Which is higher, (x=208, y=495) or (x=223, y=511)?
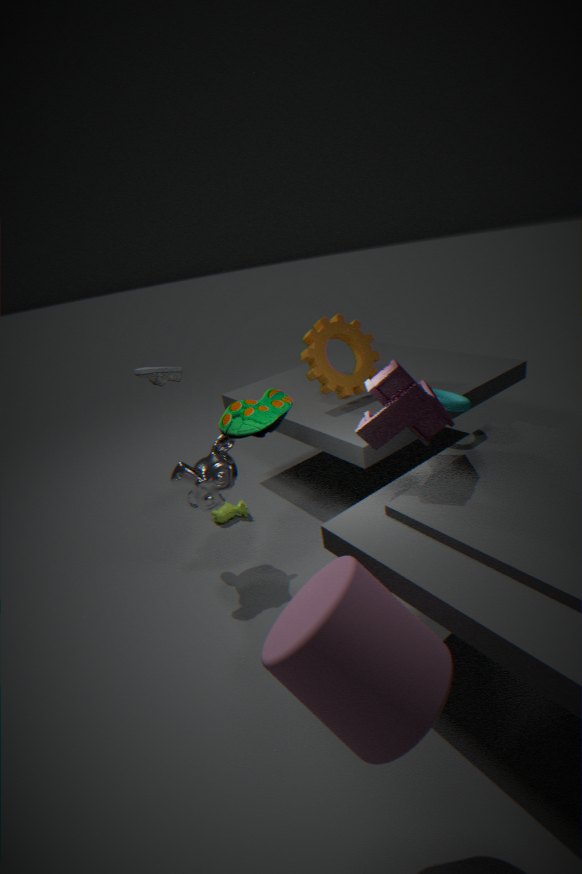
(x=208, y=495)
